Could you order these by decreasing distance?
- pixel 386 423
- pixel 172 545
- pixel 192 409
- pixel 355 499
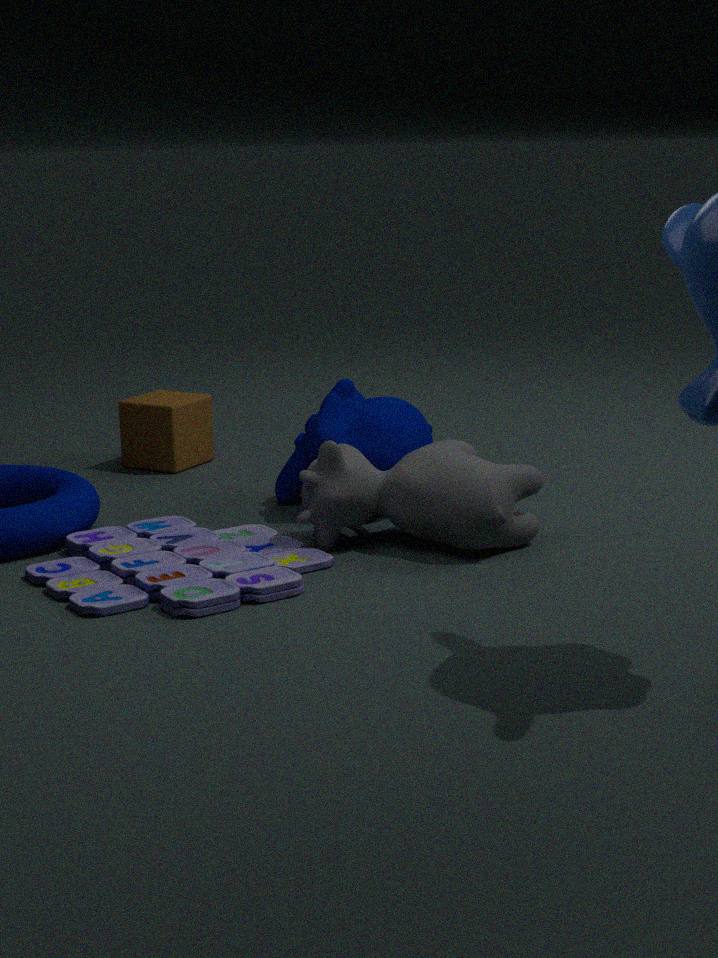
pixel 192 409
pixel 386 423
pixel 355 499
pixel 172 545
